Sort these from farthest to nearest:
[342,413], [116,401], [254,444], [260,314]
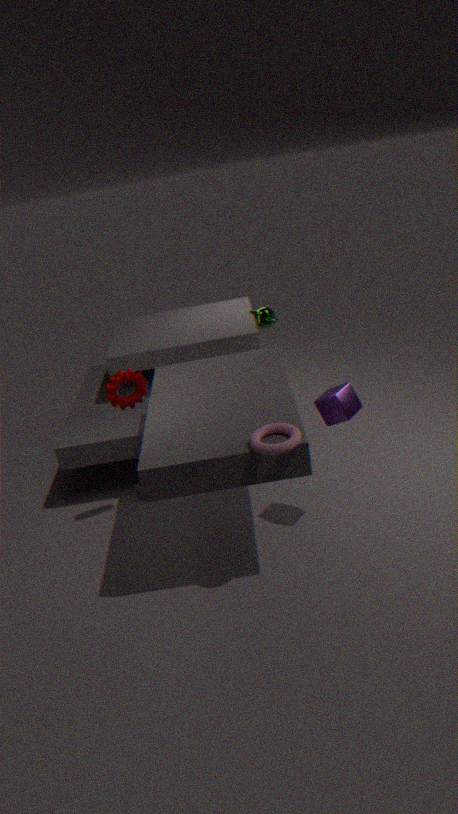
[260,314], [116,401], [342,413], [254,444]
